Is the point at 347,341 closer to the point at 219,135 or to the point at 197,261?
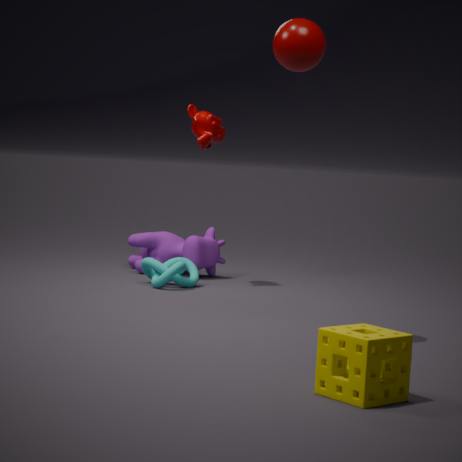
the point at 219,135
